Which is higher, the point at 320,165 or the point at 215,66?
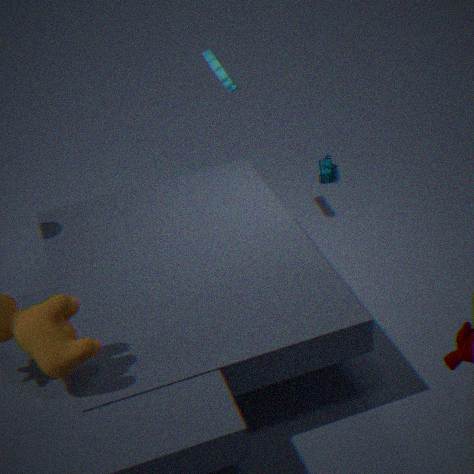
the point at 215,66
